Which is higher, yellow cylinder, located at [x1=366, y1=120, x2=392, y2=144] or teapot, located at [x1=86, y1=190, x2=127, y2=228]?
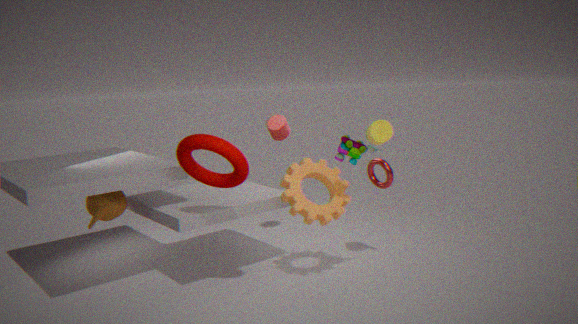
yellow cylinder, located at [x1=366, y1=120, x2=392, y2=144]
